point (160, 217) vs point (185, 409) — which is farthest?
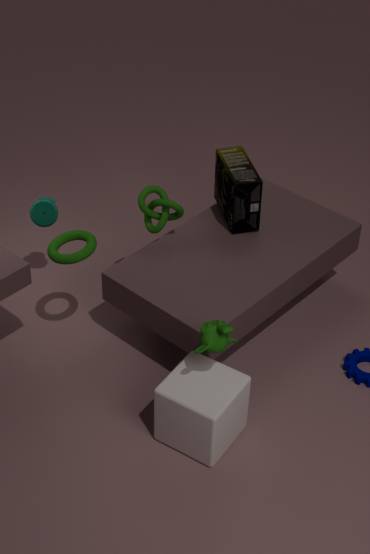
point (160, 217)
